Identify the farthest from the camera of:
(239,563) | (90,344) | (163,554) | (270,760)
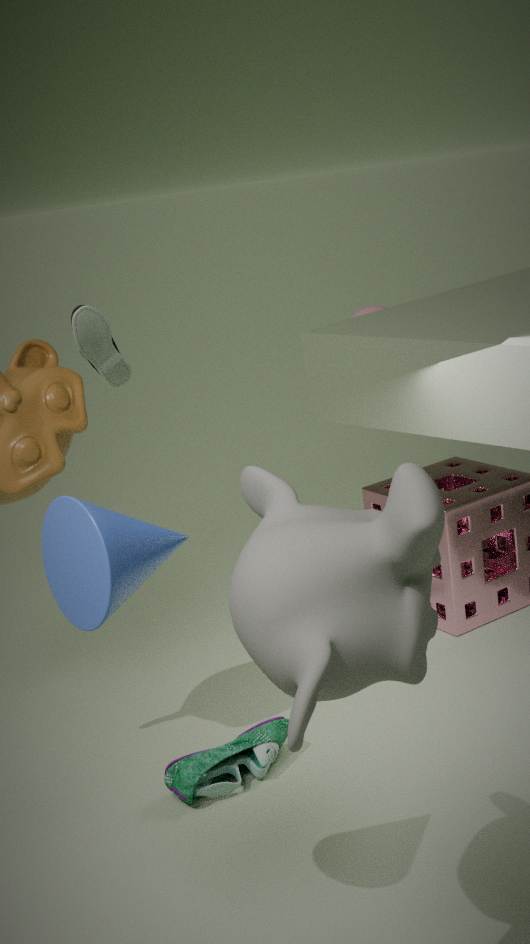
(90,344)
